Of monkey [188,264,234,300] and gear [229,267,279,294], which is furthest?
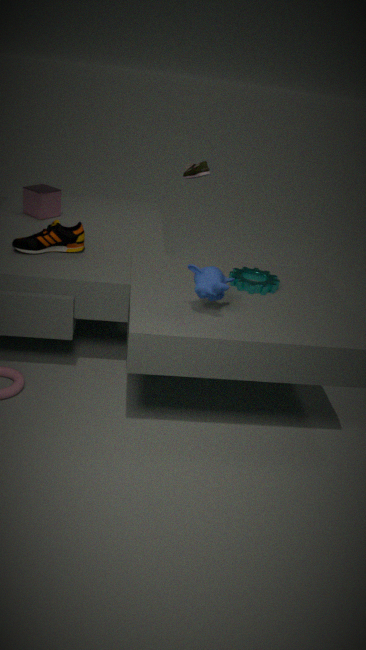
gear [229,267,279,294]
